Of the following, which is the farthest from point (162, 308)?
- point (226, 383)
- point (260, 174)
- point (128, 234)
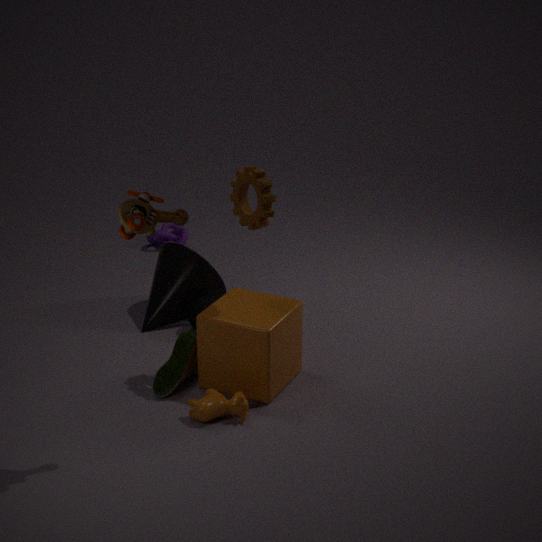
point (128, 234)
